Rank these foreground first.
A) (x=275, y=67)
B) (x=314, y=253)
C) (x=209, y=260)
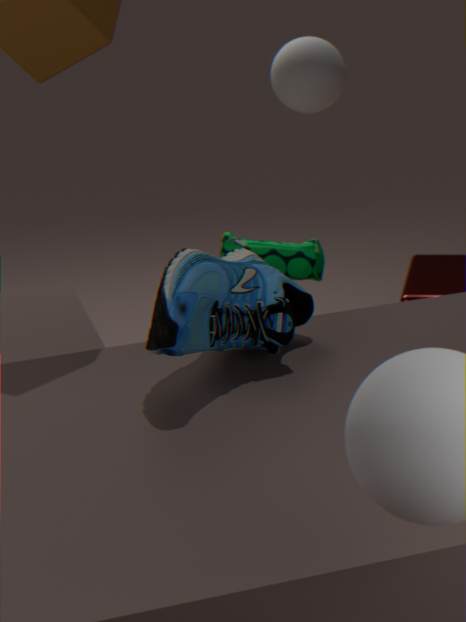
1. (x=209, y=260)
2. (x=314, y=253)
3. (x=275, y=67)
